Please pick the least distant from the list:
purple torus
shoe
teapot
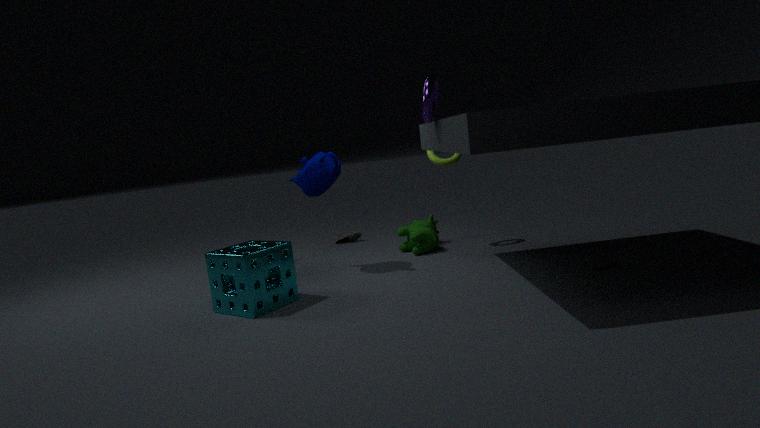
purple torus
